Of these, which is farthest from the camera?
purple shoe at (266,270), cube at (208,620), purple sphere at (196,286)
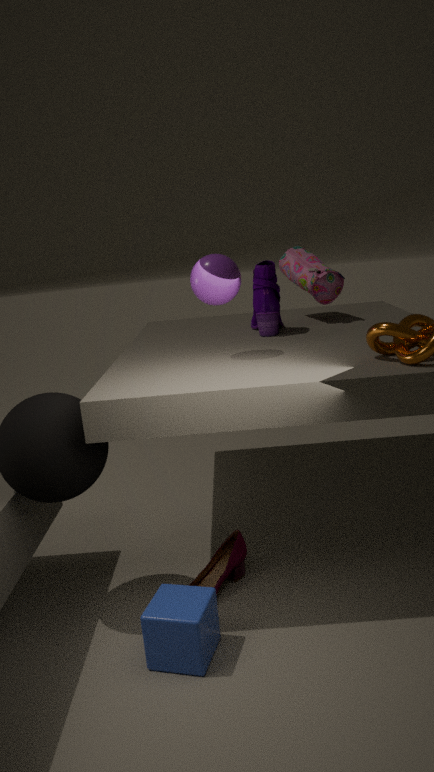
purple shoe at (266,270)
